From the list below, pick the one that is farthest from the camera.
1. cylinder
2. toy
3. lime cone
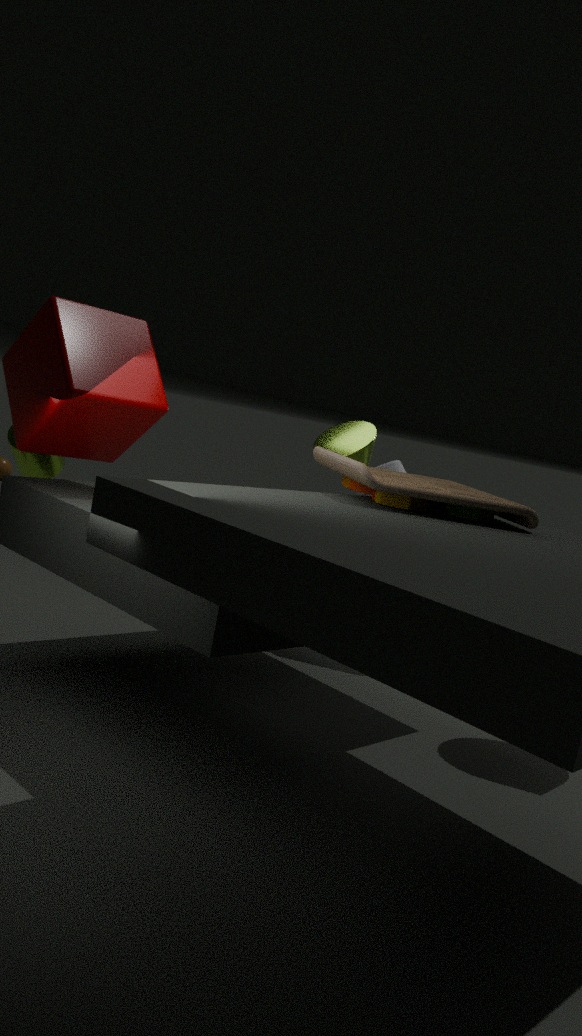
cylinder
